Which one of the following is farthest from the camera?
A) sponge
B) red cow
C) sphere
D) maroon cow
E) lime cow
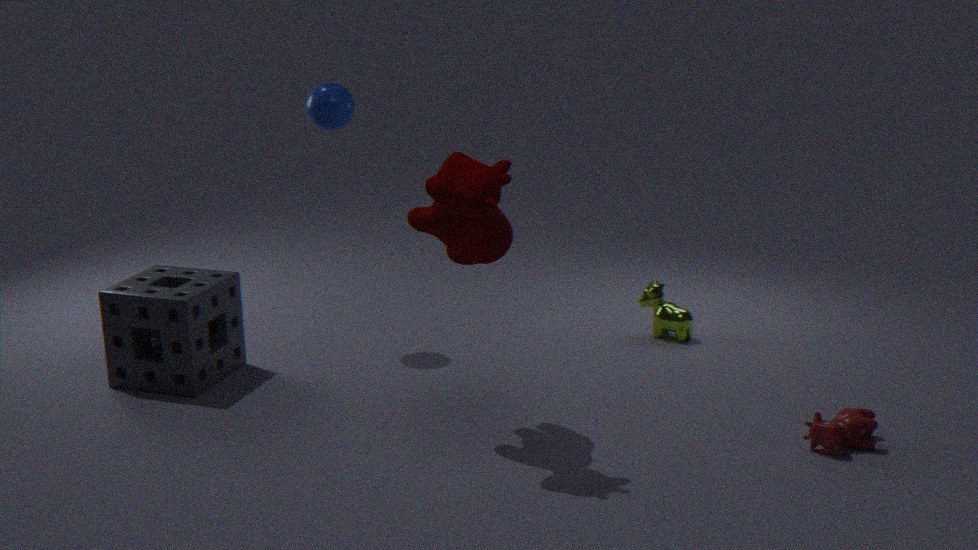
lime cow
